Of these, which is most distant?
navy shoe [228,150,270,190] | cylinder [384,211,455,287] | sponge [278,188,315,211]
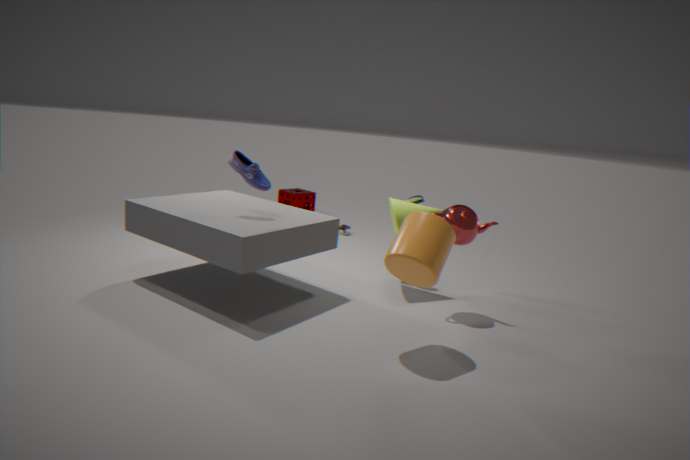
sponge [278,188,315,211]
